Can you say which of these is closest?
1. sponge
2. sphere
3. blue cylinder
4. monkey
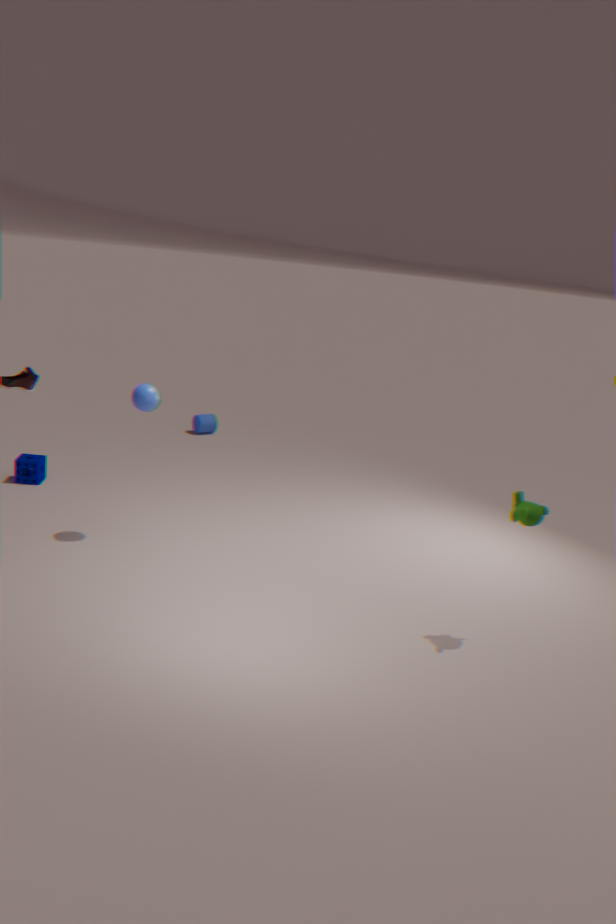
monkey
